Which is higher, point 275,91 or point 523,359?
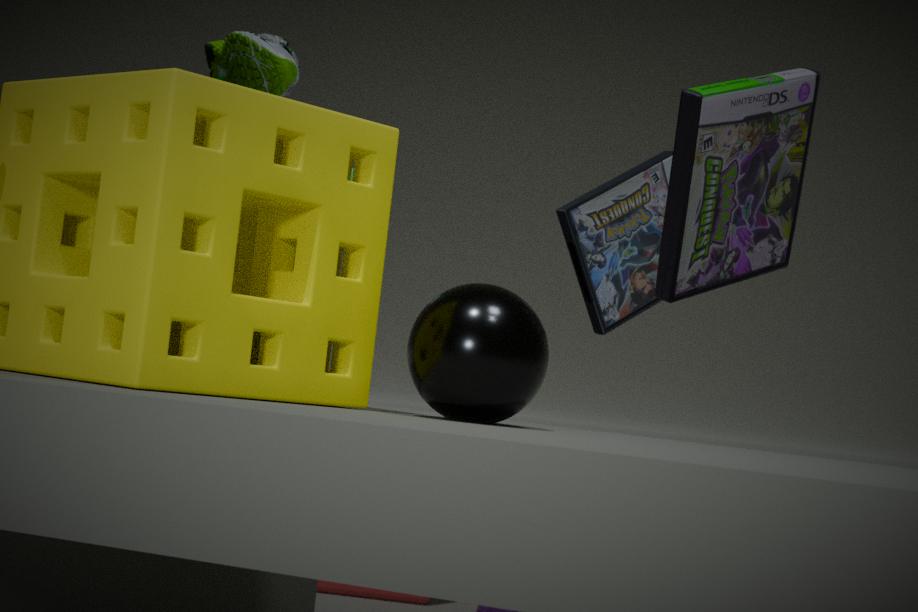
point 275,91
